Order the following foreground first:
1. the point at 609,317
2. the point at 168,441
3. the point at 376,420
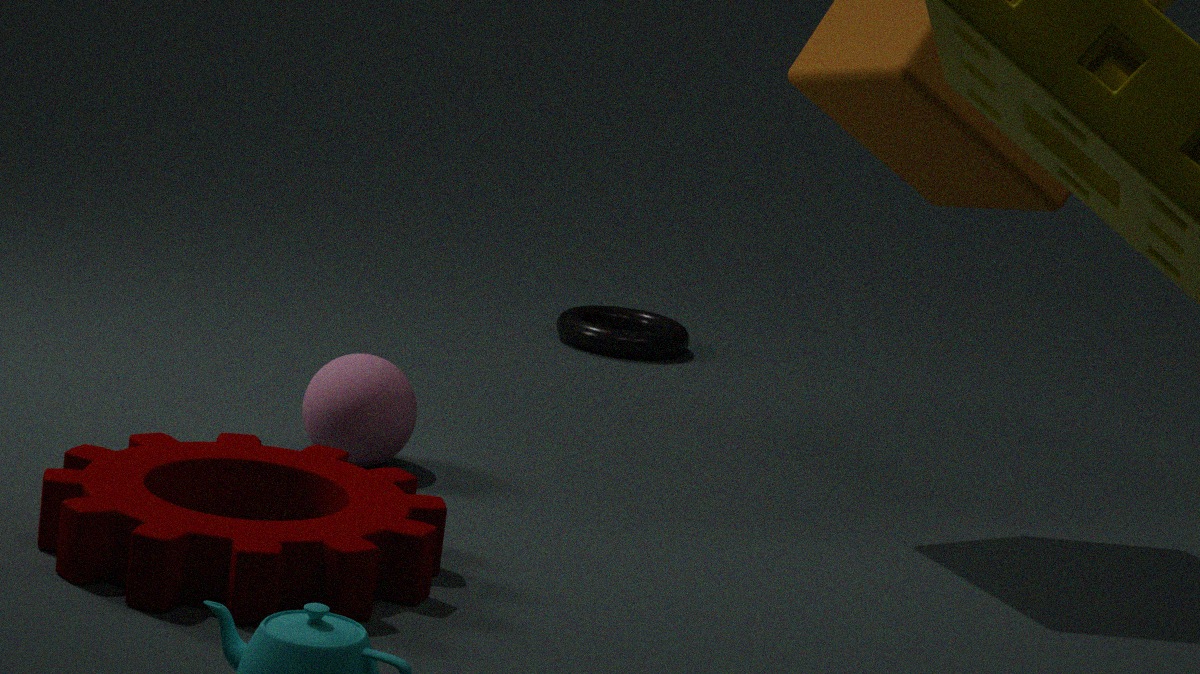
the point at 168,441 < the point at 376,420 < the point at 609,317
